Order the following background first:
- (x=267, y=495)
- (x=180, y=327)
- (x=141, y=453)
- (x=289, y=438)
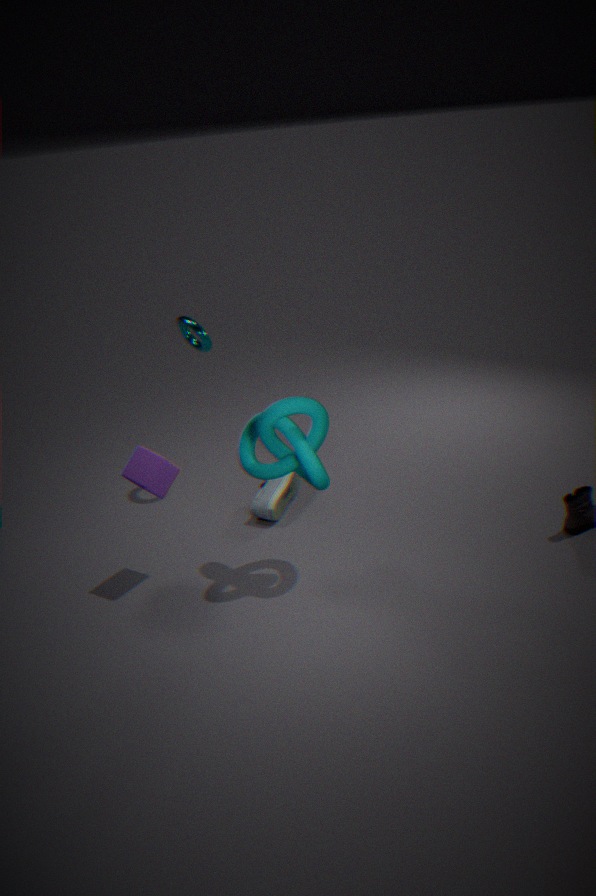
(x=180, y=327)
(x=267, y=495)
(x=141, y=453)
(x=289, y=438)
